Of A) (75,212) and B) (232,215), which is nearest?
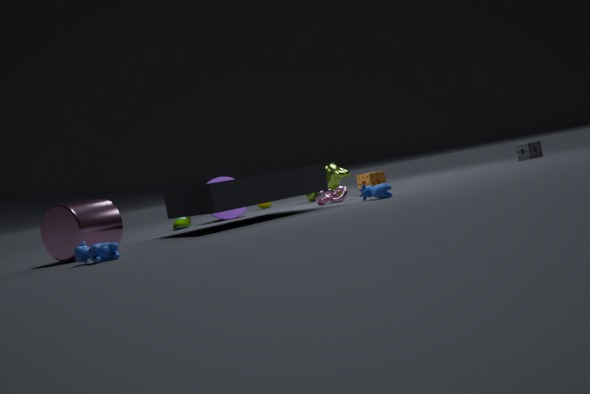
A. (75,212)
